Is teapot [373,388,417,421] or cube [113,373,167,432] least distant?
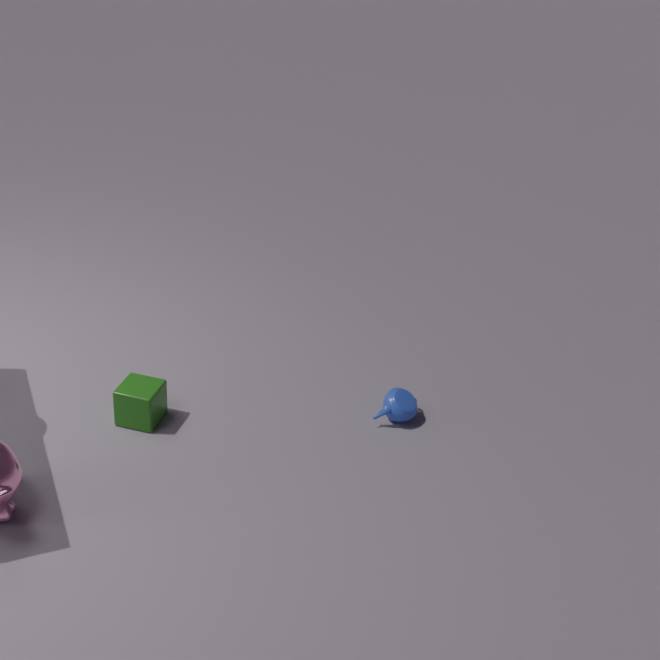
cube [113,373,167,432]
